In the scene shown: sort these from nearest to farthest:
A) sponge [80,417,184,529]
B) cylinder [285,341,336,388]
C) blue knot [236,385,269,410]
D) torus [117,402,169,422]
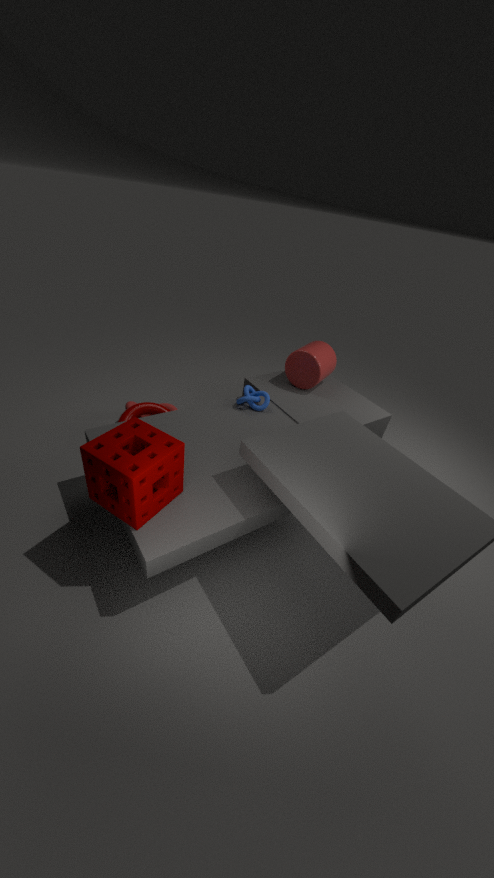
1. A. sponge [80,417,184,529]
2. C. blue knot [236,385,269,410]
3. D. torus [117,402,169,422]
4. B. cylinder [285,341,336,388]
